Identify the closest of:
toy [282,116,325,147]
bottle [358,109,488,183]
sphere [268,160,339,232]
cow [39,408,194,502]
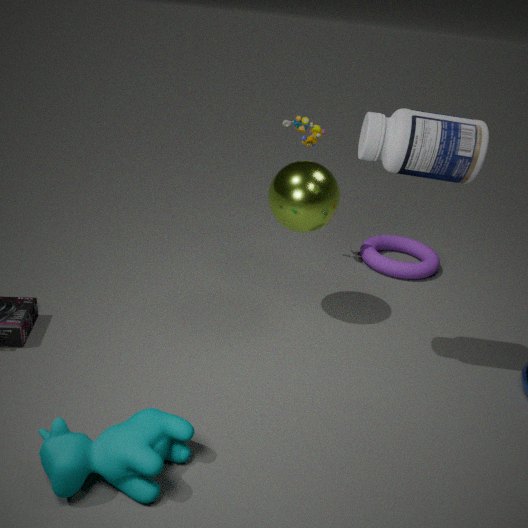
cow [39,408,194,502]
